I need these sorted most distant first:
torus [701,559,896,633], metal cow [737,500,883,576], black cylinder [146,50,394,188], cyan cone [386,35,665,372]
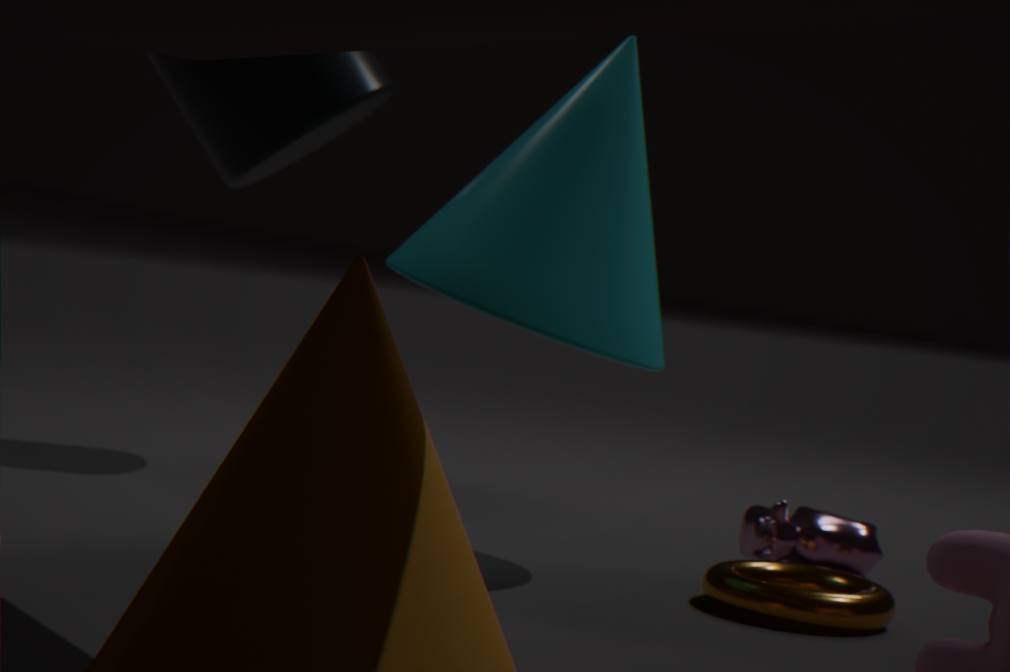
black cylinder [146,50,394,188] → metal cow [737,500,883,576] → cyan cone [386,35,665,372] → torus [701,559,896,633]
